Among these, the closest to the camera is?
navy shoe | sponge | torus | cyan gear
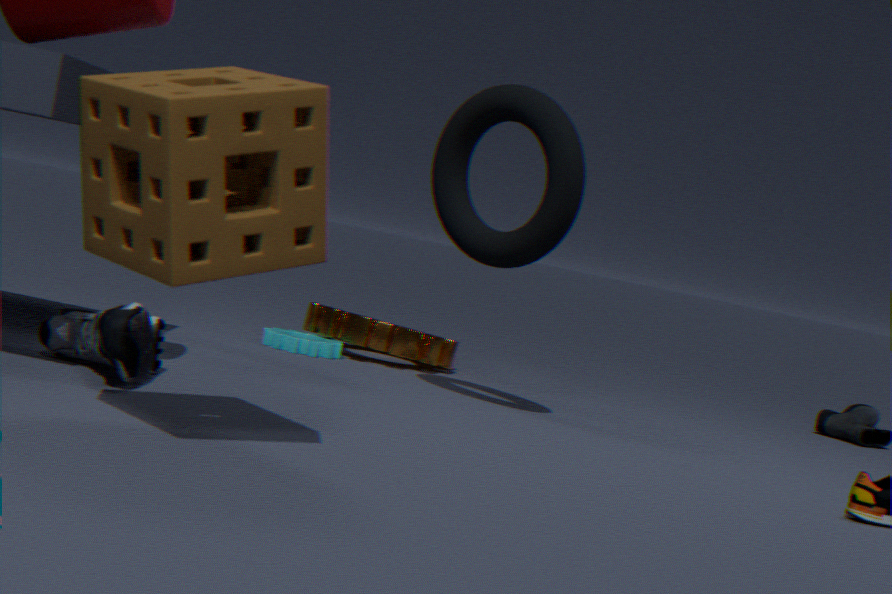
sponge
